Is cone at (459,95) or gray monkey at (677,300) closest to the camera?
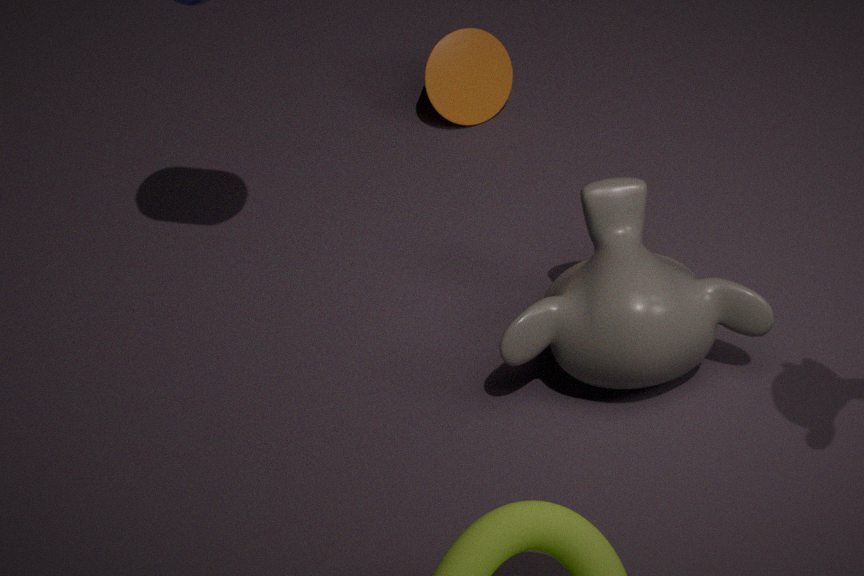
gray monkey at (677,300)
